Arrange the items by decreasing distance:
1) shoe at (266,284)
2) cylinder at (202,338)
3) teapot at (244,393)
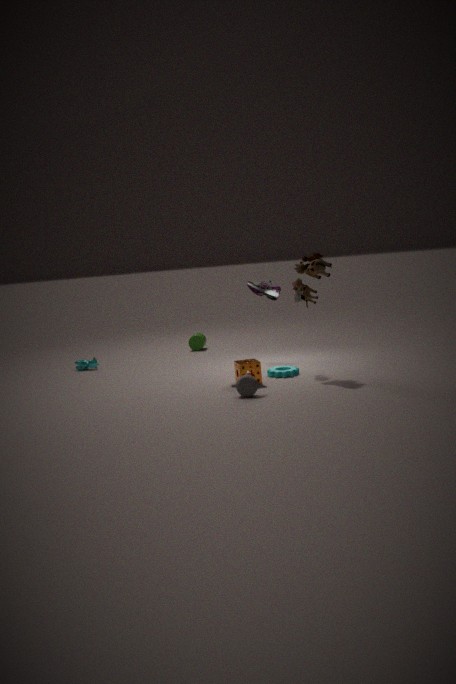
1. 2. cylinder at (202,338)
2. 1. shoe at (266,284)
3. 3. teapot at (244,393)
